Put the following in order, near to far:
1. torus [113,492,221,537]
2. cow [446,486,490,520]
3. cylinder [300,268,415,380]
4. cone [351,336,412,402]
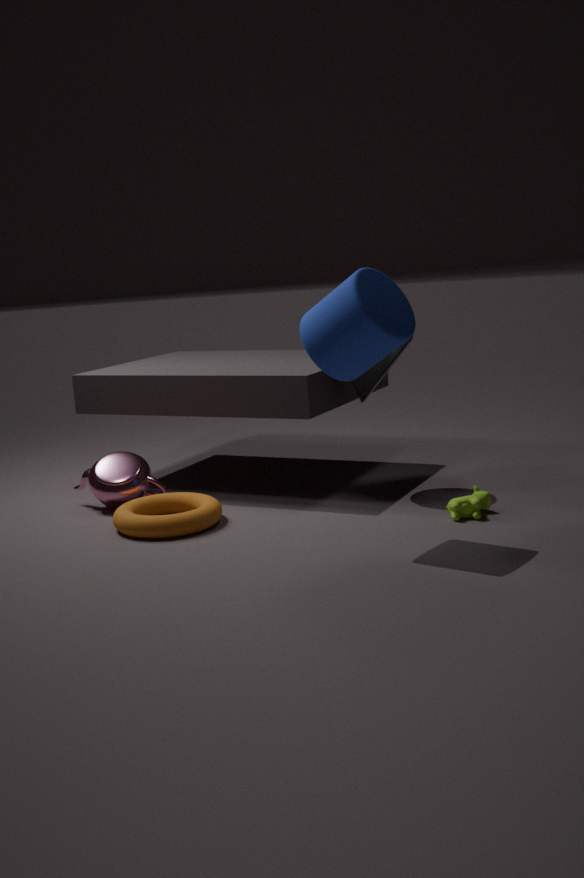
cylinder [300,268,415,380], cow [446,486,490,520], torus [113,492,221,537], cone [351,336,412,402]
